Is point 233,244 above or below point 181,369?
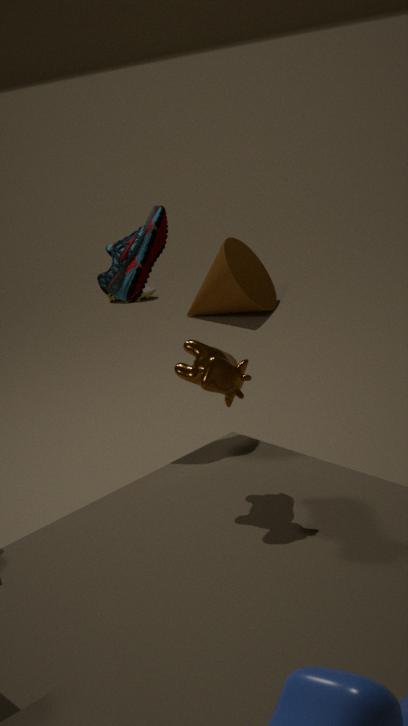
→ below
